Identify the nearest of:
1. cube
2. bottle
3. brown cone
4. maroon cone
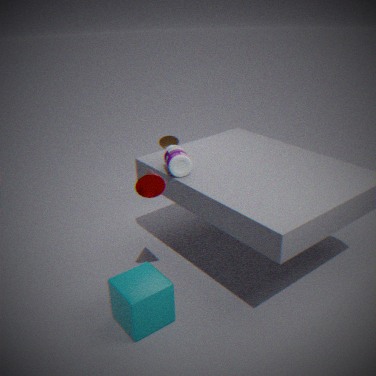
cube
